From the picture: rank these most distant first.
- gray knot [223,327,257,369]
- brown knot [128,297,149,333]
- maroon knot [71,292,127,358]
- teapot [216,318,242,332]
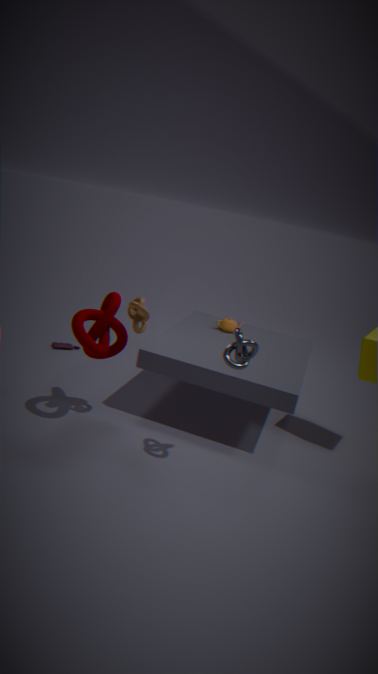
teapot [216,318,242,332] < brown knot [128,297,149,333] < maroon knot [71,292,127,358] < gray knot [223,327,257,369]
